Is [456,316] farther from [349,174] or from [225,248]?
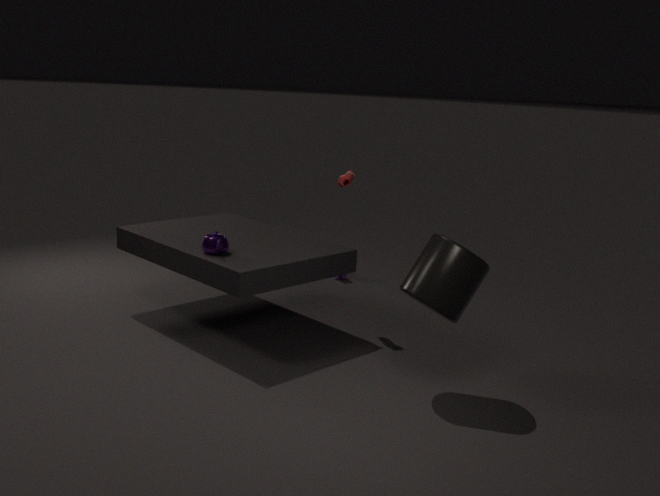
[225,248]
